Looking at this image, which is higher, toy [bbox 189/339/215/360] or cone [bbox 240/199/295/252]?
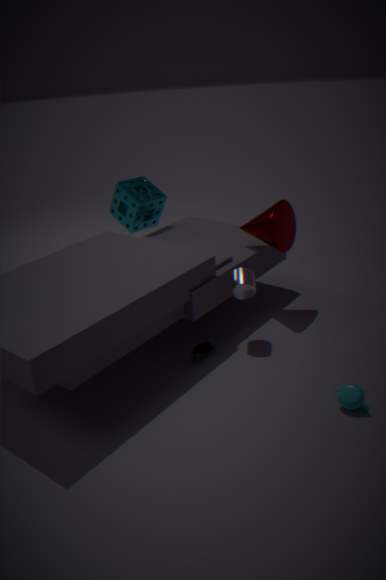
cone [bbox 240/199/295/252]
